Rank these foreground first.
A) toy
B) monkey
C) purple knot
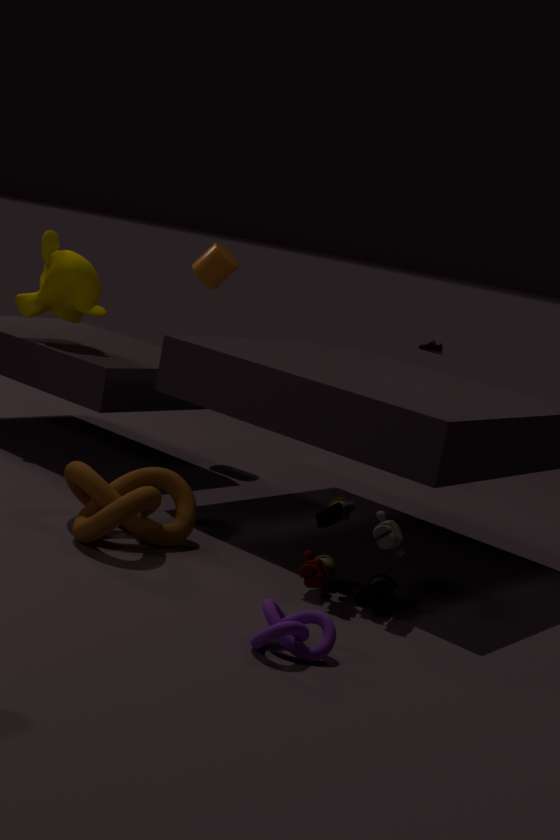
purple knot < toy < monkey
